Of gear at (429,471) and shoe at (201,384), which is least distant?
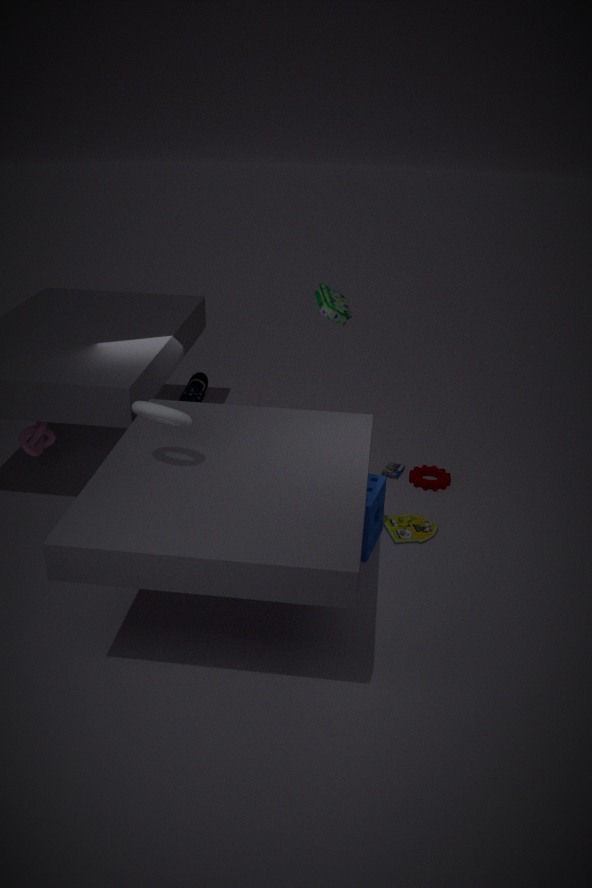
shoe at (201,384)
